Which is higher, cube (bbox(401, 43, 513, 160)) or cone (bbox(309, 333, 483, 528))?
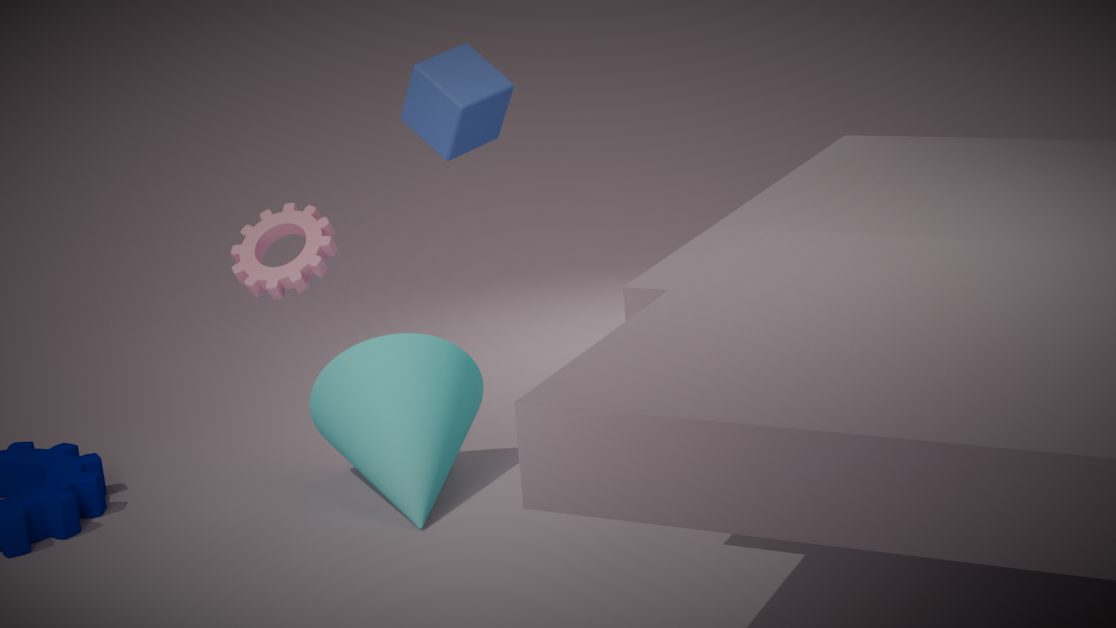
cube (bbox(401, 43, 513, 160))
